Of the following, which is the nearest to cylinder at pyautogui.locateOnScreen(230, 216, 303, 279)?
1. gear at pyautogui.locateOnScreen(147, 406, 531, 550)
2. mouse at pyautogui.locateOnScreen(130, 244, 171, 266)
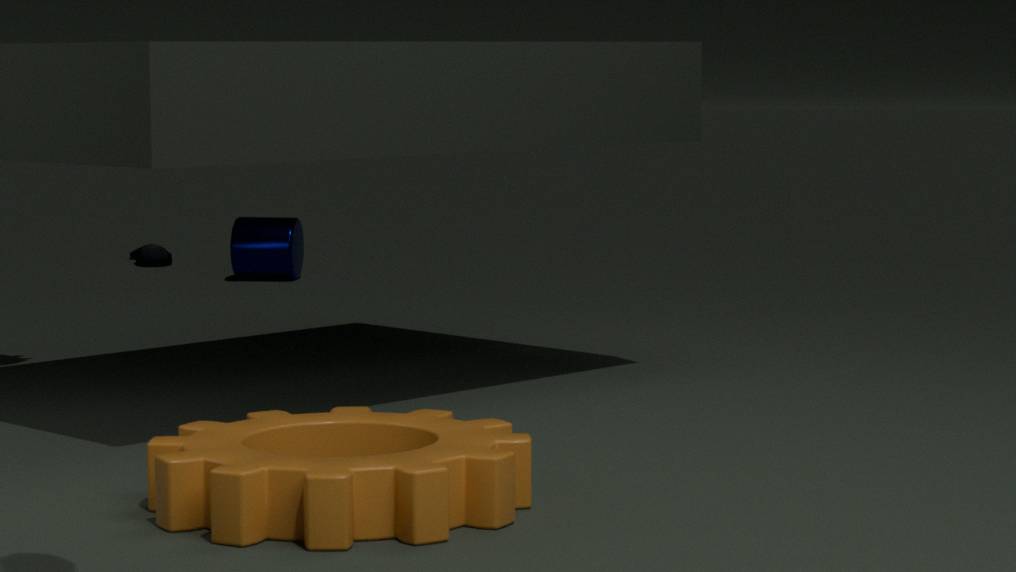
mouse at pyautogui.locateOnScreen(130, 244, 171, 266)
